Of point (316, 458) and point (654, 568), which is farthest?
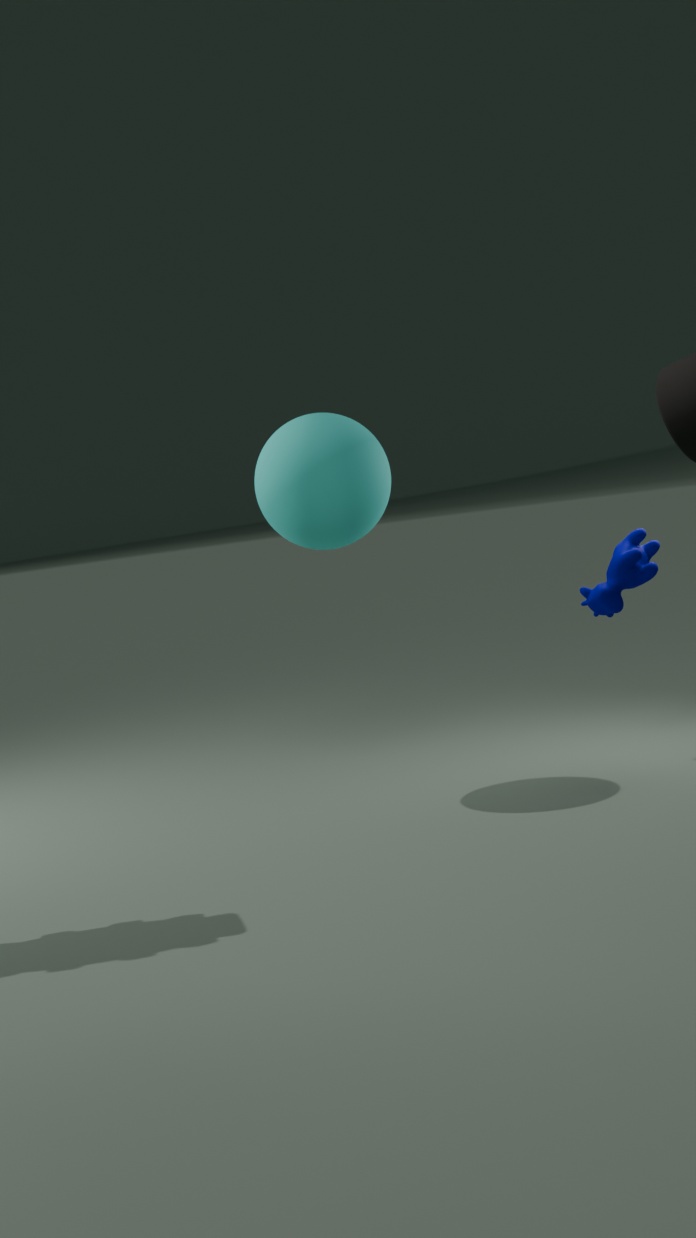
point (654, 568)
